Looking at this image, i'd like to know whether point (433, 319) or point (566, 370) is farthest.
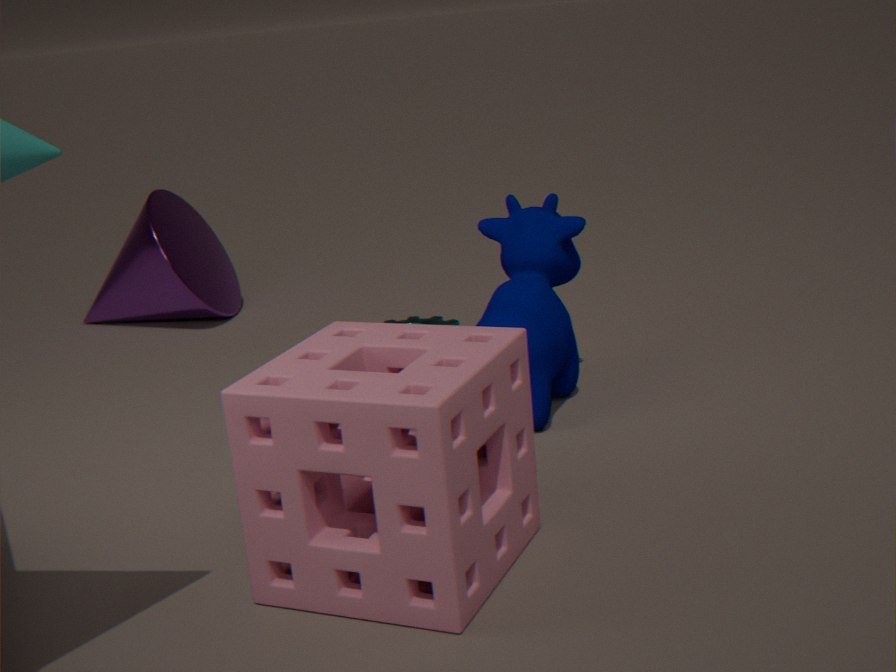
point (433, 319)
